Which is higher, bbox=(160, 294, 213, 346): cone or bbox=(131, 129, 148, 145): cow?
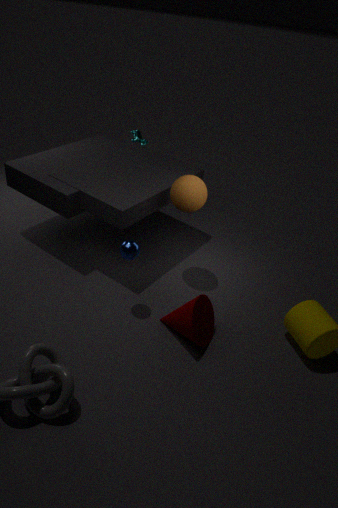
bbox=(131, 129, 148, 145): cow
